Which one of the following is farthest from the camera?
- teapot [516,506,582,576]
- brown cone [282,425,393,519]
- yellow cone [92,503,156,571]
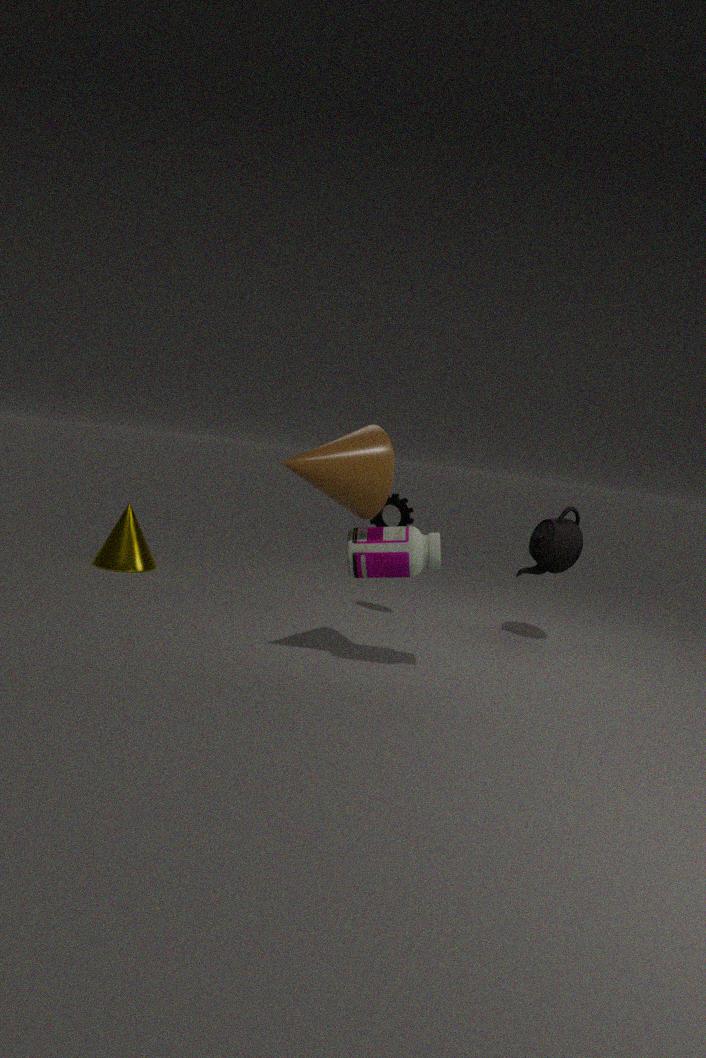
yellow cone [92,503,156,571]
